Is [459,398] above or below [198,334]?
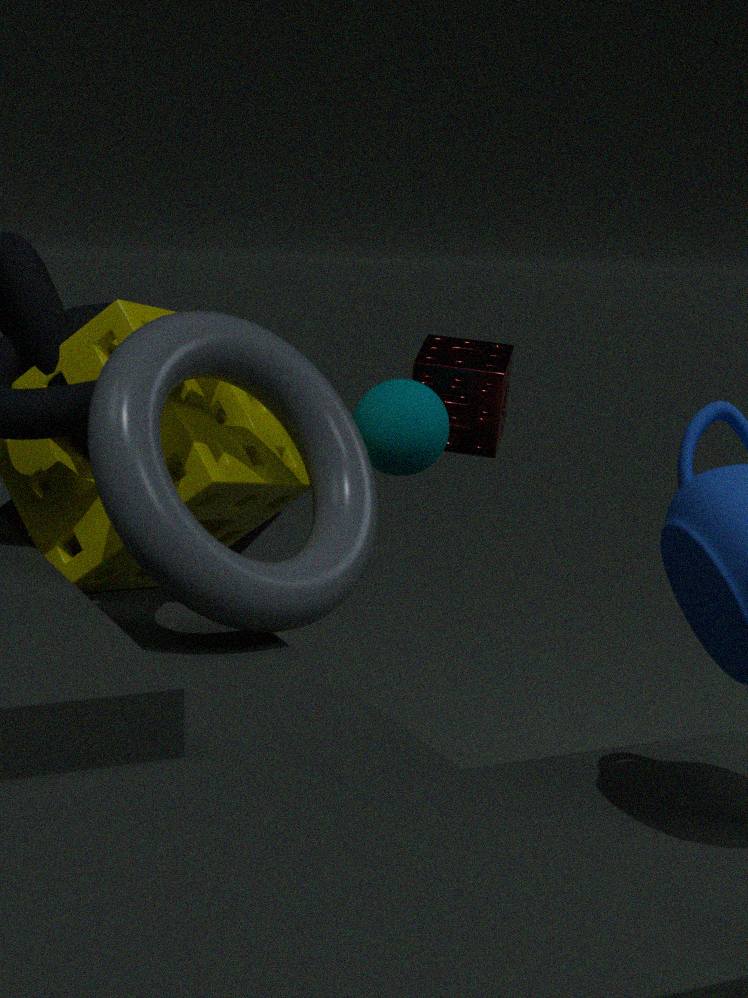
above
